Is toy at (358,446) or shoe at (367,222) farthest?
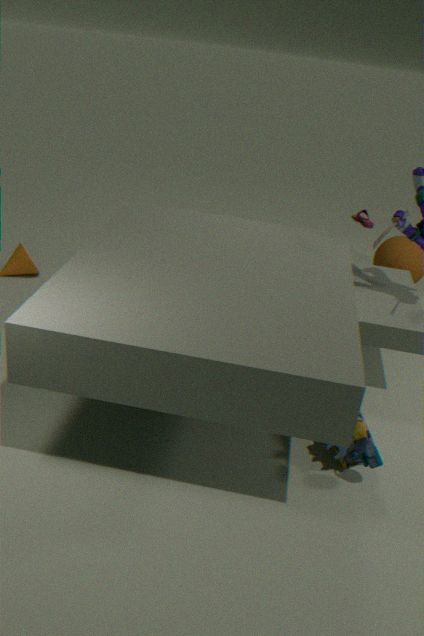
shoe at (367,222)
